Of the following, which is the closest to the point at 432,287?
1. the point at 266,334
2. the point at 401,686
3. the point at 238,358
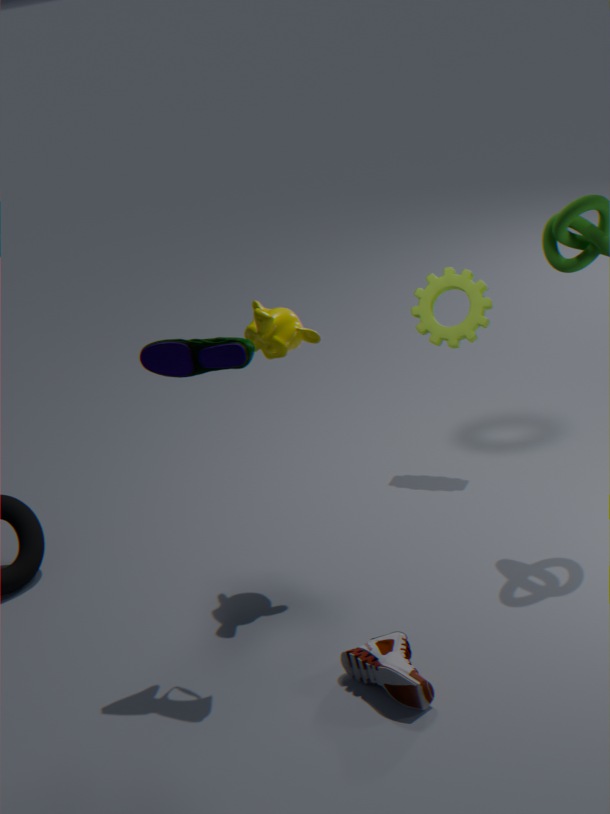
the point at 266,334
